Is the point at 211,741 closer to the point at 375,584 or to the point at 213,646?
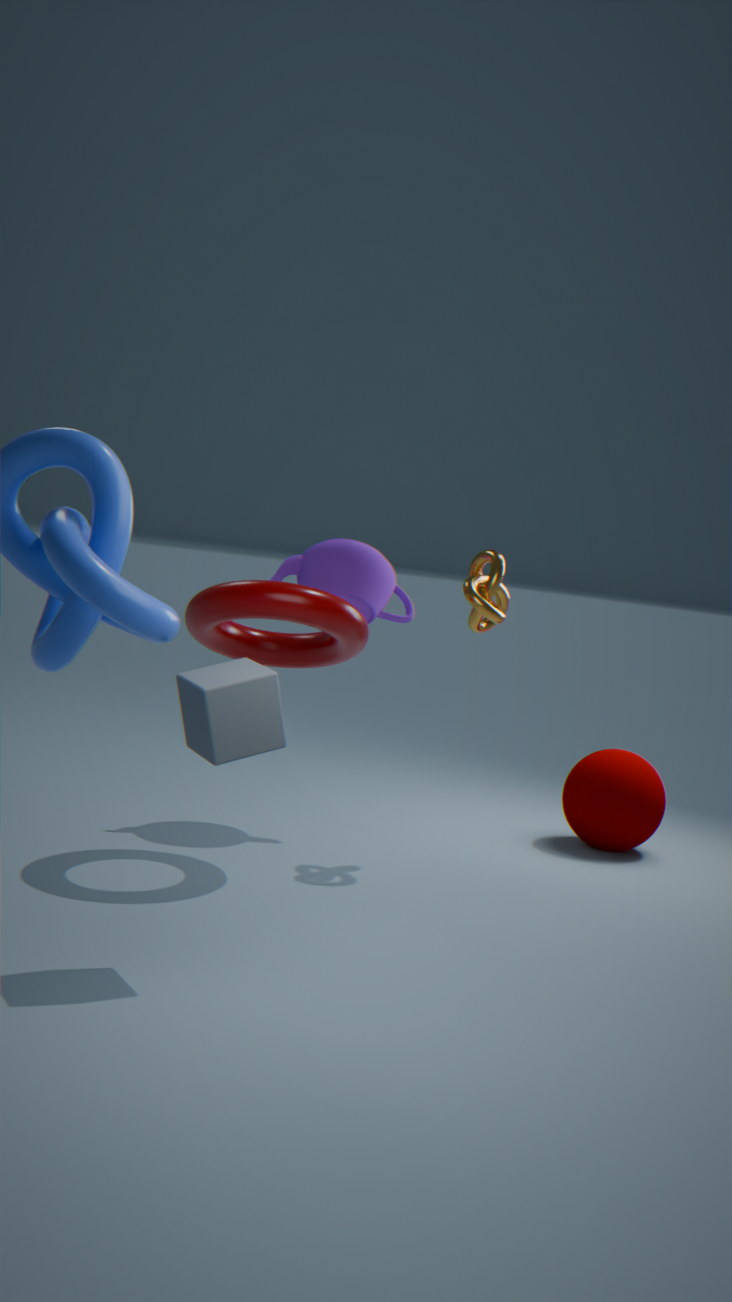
the point at 213,646
